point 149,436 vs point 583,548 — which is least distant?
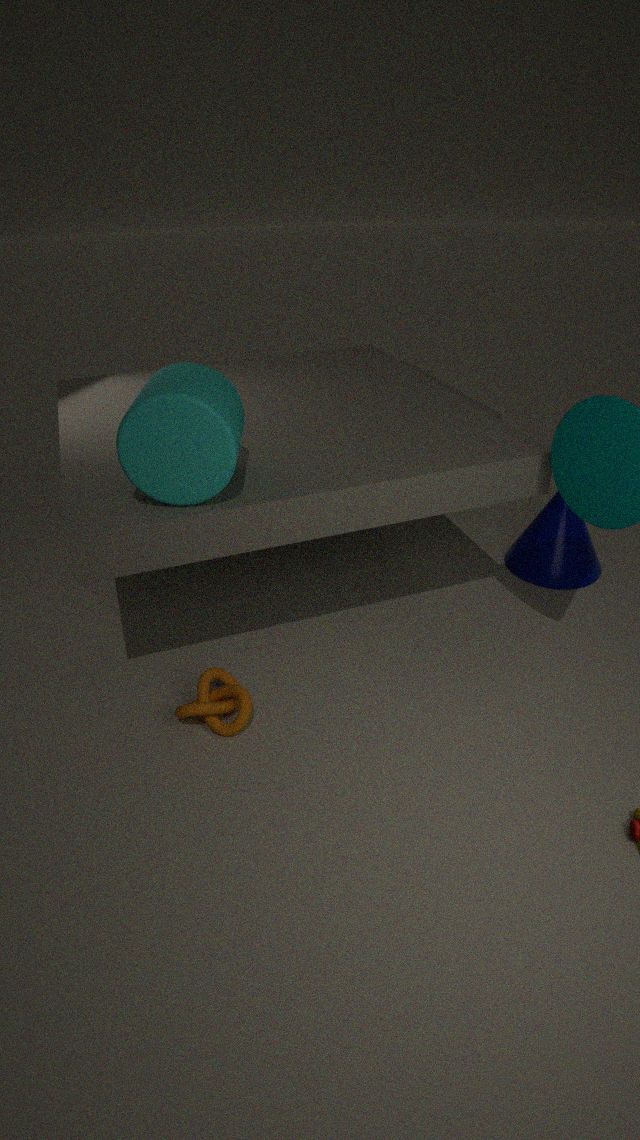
point 149,436
